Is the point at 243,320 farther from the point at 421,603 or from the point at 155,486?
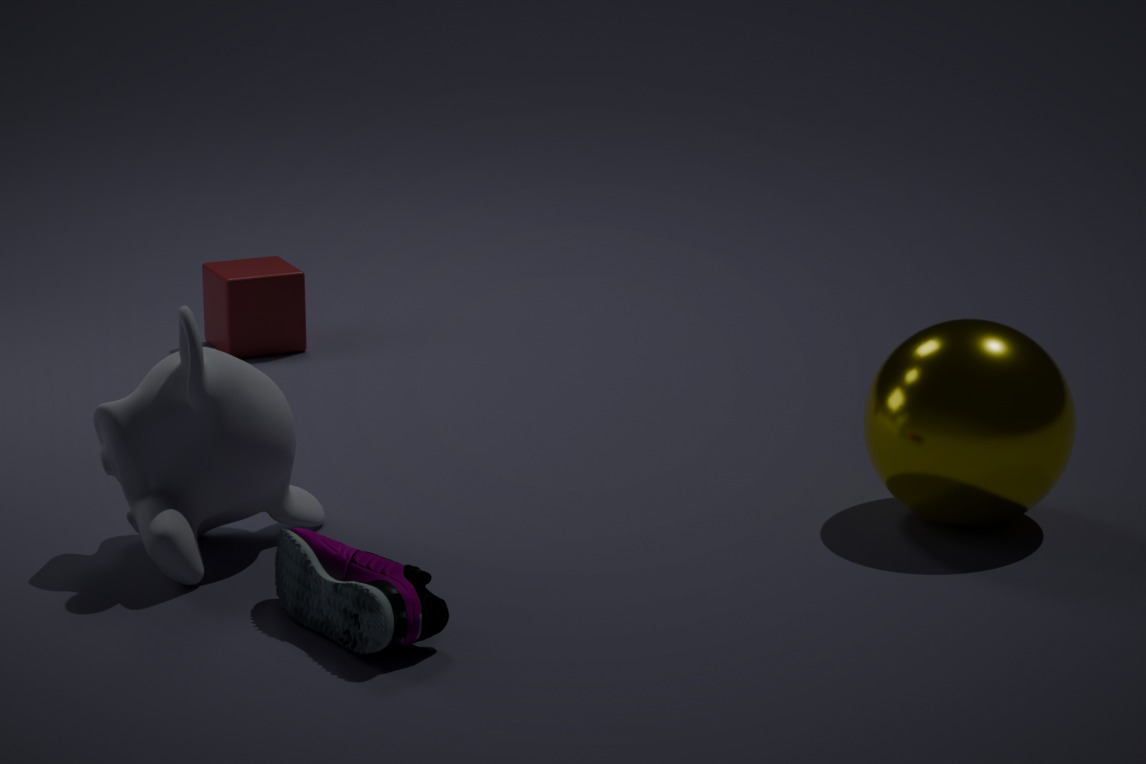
the point at 421,603
